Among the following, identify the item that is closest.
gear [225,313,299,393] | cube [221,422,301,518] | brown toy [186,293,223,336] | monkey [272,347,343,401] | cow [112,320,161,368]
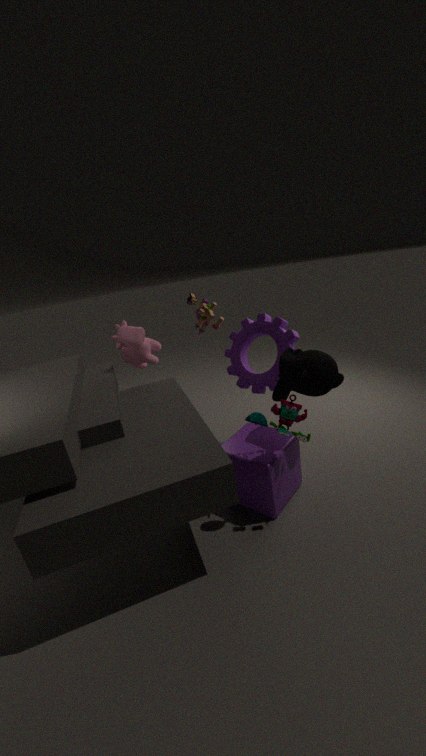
monkey [272,347,343,401]
